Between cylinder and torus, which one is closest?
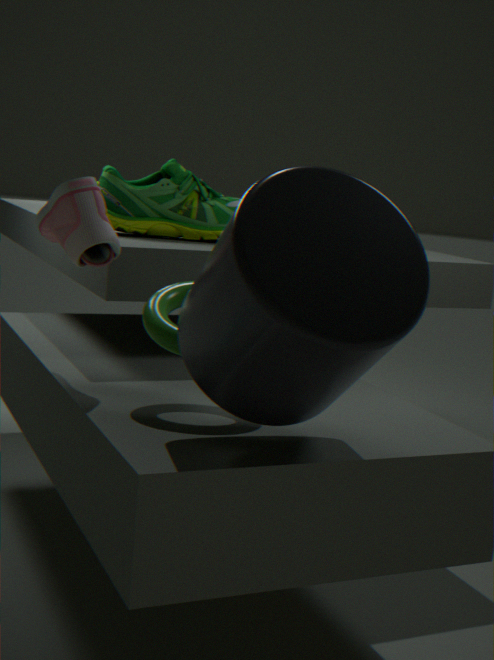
cylinder
